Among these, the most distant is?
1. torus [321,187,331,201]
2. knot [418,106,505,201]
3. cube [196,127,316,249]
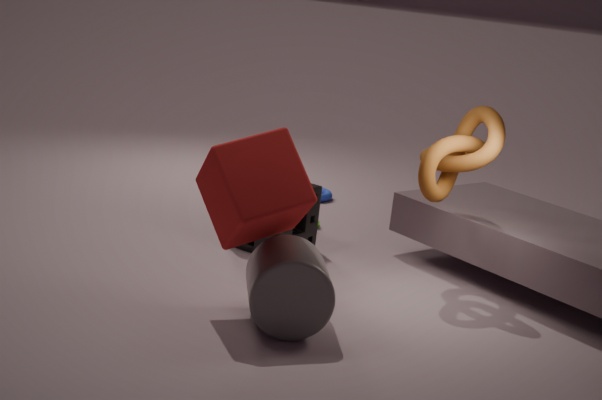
torus [321,187,331,201]
